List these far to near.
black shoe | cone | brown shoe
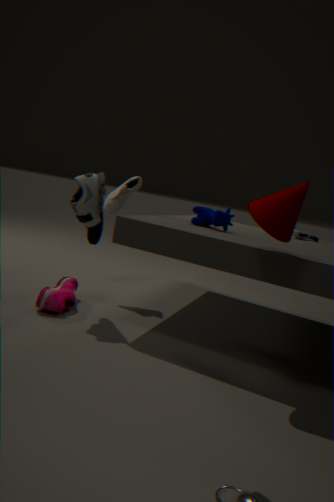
brown shoe < black shoe < cone
